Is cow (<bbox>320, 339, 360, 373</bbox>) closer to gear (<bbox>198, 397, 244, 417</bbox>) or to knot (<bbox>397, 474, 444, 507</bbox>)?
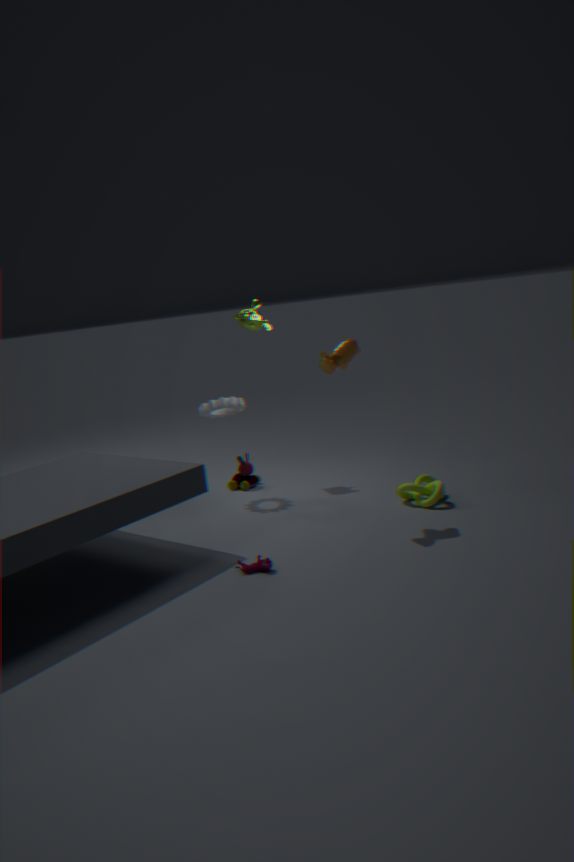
knot (<bbox>397, 474, 444, 507</bbox>)
